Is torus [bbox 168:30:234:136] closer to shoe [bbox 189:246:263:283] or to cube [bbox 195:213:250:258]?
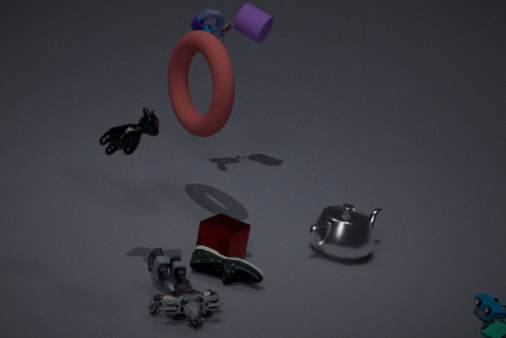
cube [bbox 195:213:250:258]
